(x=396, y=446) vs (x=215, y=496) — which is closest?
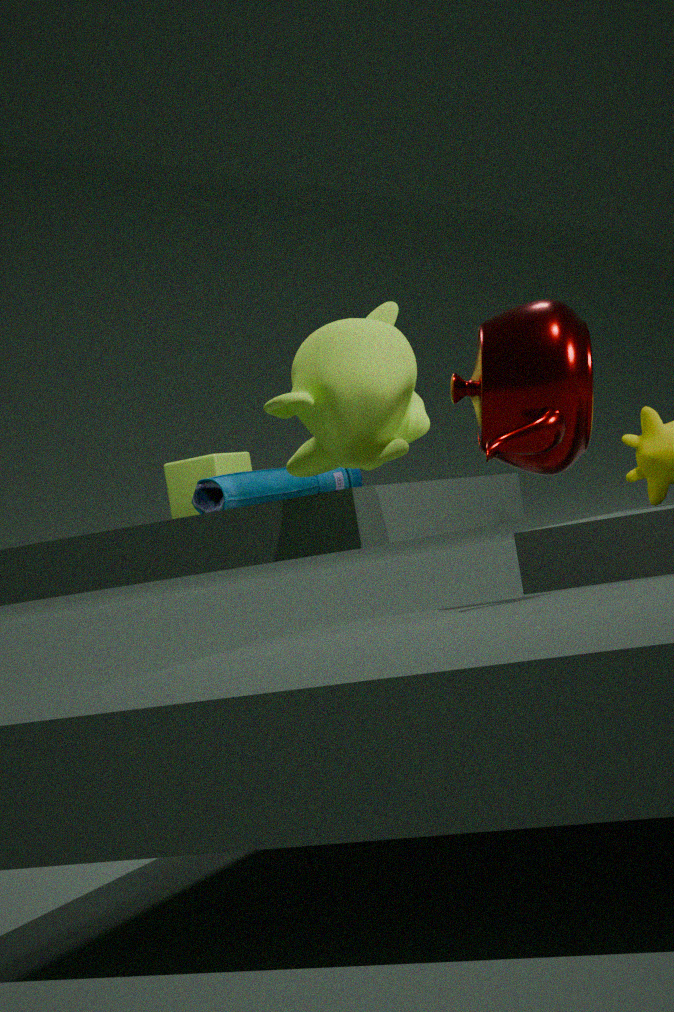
(x=396, y=446)
